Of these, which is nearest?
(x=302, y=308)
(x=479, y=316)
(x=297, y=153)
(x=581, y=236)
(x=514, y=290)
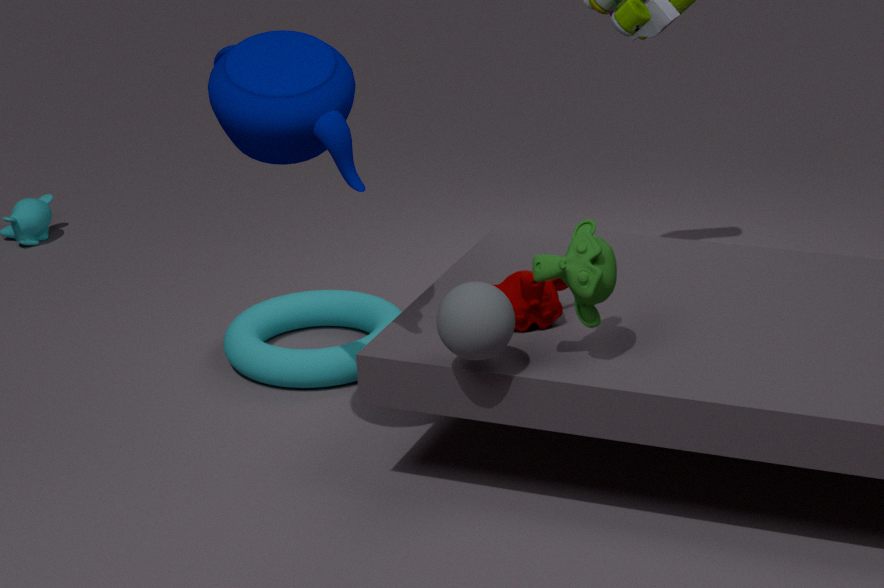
(x=479, y=316)
